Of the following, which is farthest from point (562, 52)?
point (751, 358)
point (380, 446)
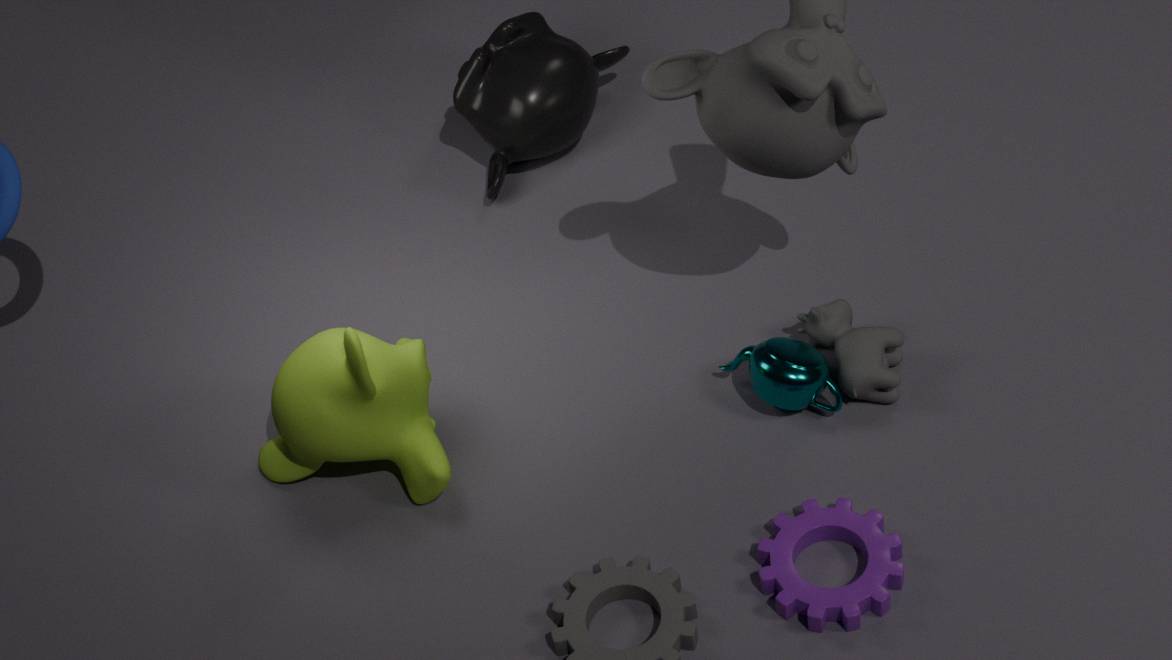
point (751, 358)
